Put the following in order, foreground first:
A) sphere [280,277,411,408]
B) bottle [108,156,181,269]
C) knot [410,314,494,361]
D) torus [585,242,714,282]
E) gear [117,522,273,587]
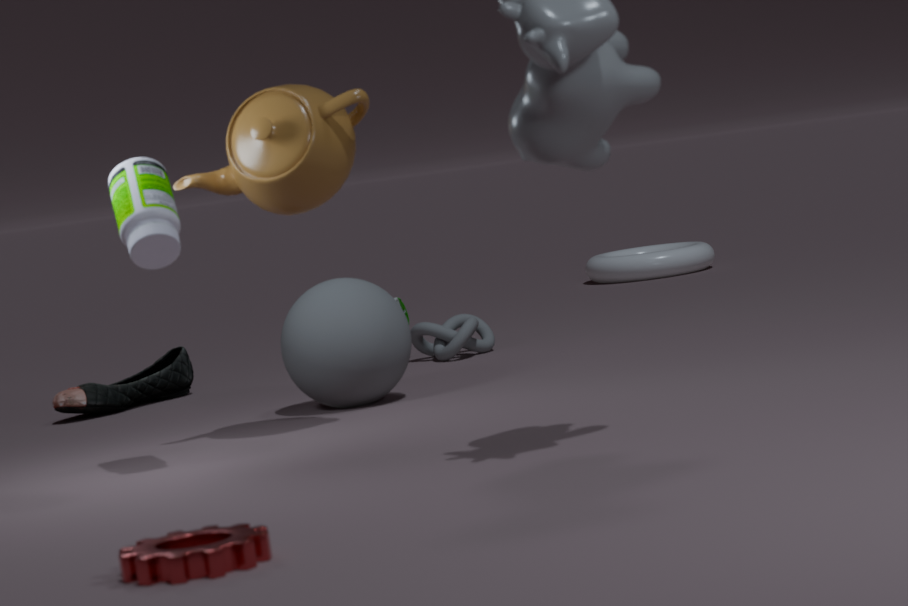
gear [117,522,273,587] → bottle [108,156,181,269] → sphere [280,277,411,408] → knot [410,314,494,361] → torus [585,242,714,282]
